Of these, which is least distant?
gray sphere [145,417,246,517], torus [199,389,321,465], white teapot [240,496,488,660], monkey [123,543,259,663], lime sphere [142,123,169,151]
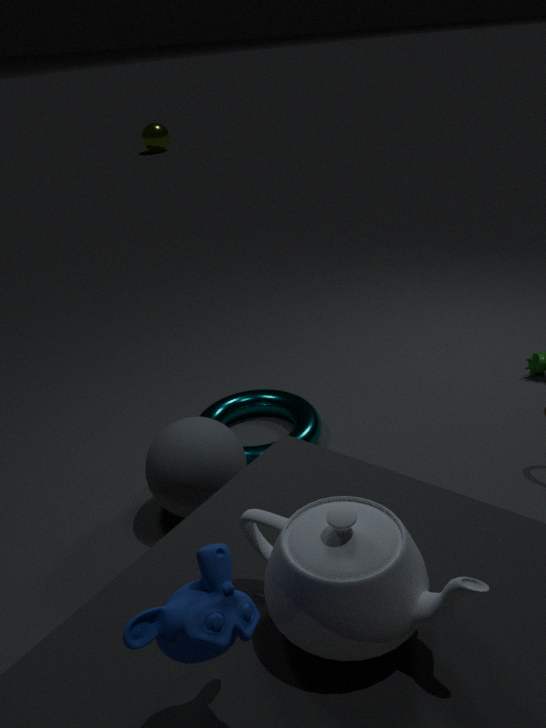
monkey [123,543,259,663]
